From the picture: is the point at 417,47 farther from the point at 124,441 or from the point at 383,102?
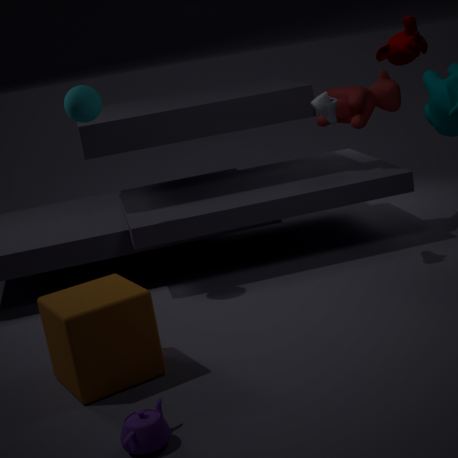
the point at 124,441
